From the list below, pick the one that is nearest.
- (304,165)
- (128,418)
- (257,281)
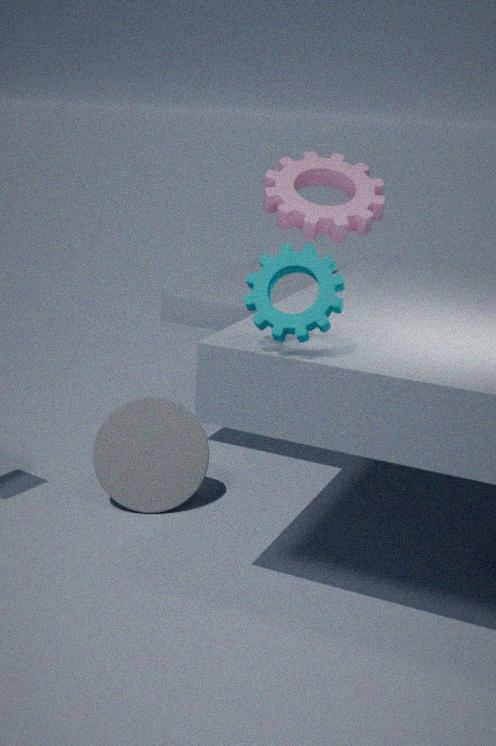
(257,281)
